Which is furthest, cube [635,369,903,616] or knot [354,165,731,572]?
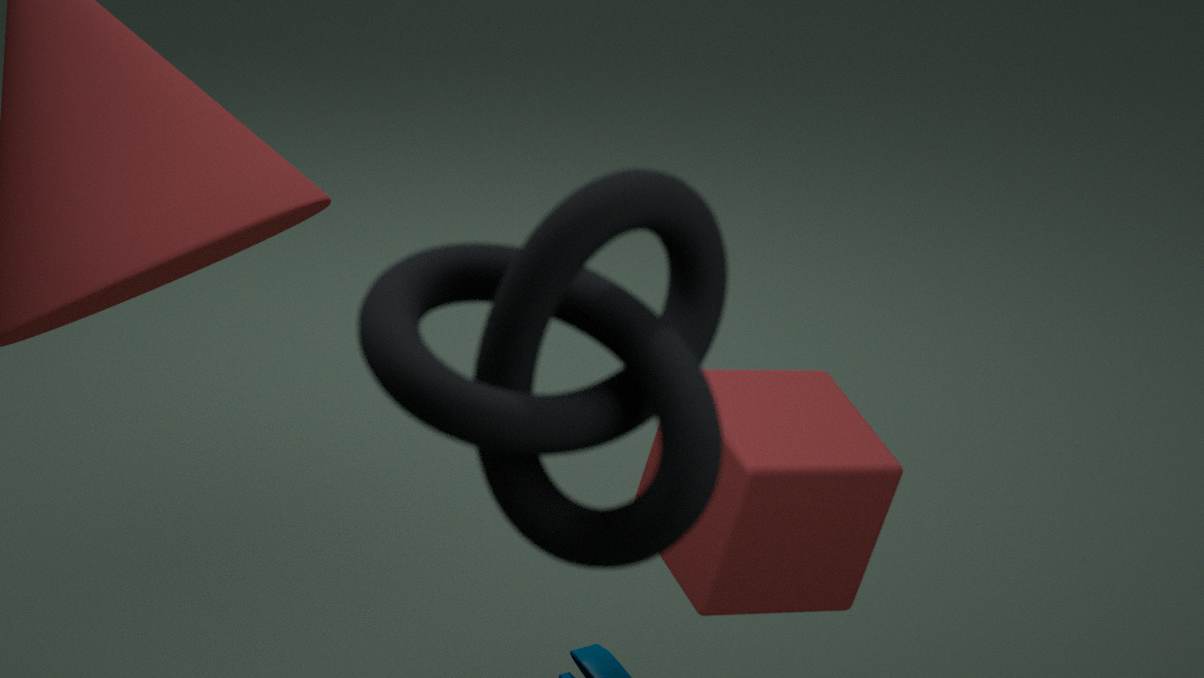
cube [635,369,903,616]
